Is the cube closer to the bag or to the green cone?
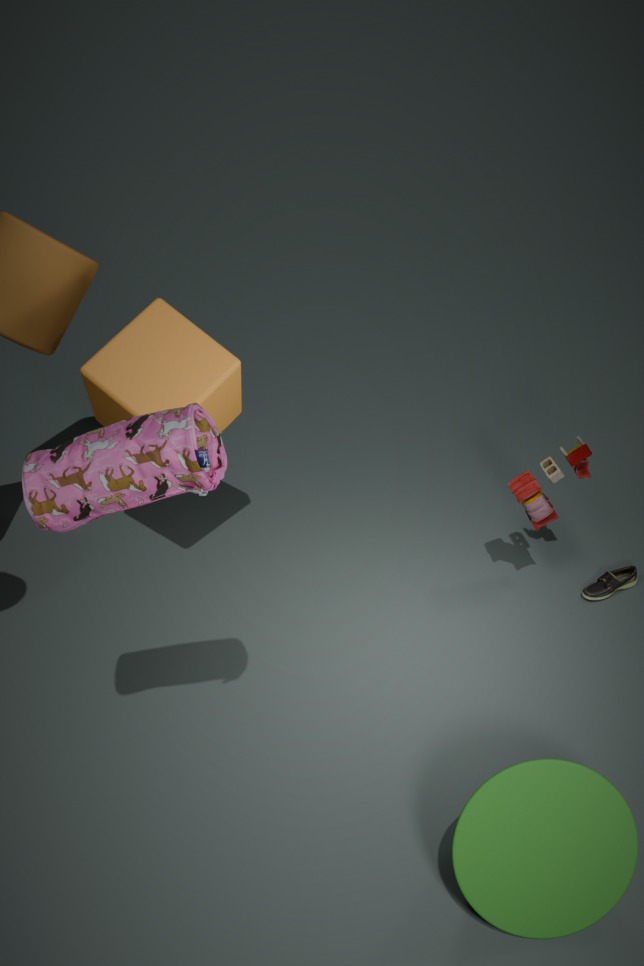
the bag
